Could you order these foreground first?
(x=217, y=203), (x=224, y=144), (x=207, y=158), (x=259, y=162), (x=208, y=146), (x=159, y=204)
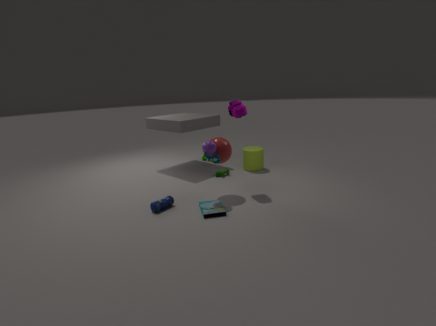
1. (x=159, y=204)
2. (x=208, y=146)
3. (x=217, y=203)
4. (x=207, y=158)
5. (x=224, y=144)
6. (x=259, y=162)
